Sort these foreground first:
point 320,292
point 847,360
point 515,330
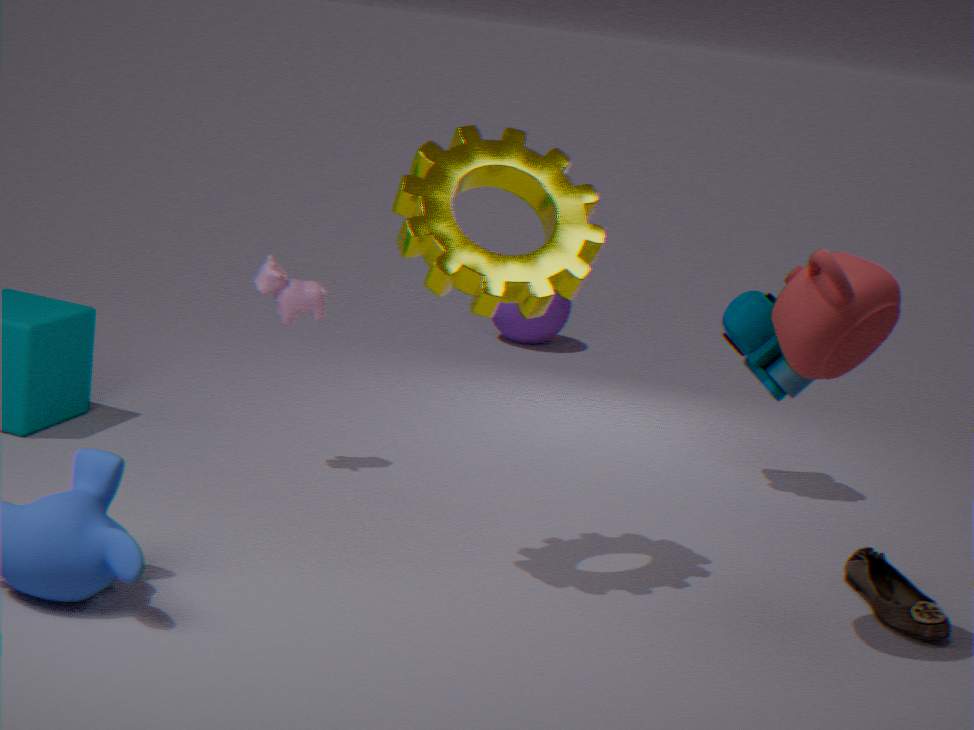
1. point 847,360
2. point 320,292
3. point 515,330
